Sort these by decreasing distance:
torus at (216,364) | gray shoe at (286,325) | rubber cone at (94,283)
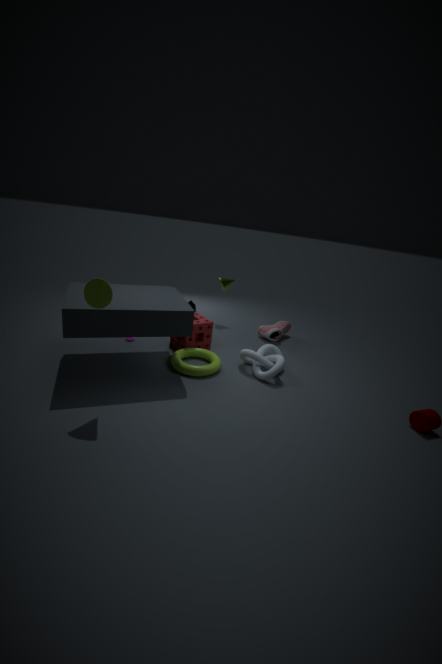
1. gray shoe at (286,325)
2. torus at (216,364)
3. rubber cone at (94,283)
